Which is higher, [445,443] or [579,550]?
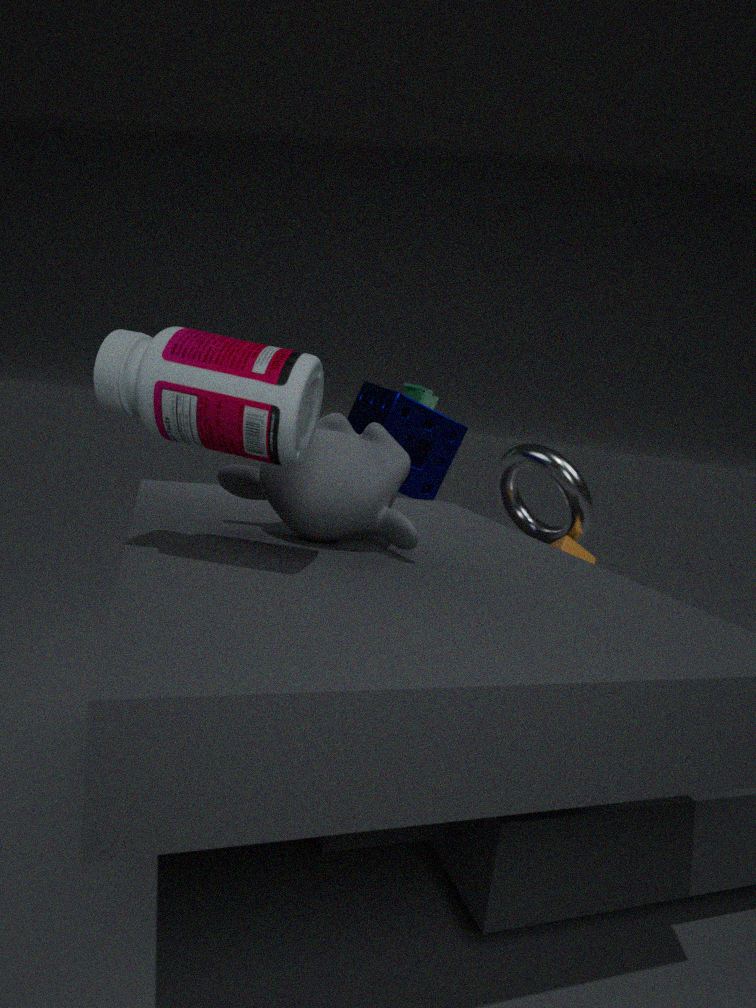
[445,443]
